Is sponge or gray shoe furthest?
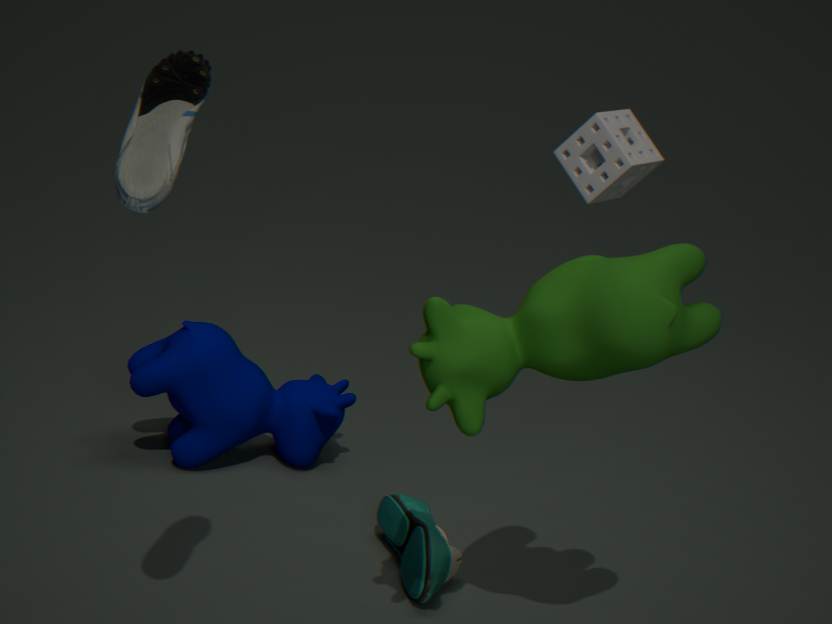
sponge
